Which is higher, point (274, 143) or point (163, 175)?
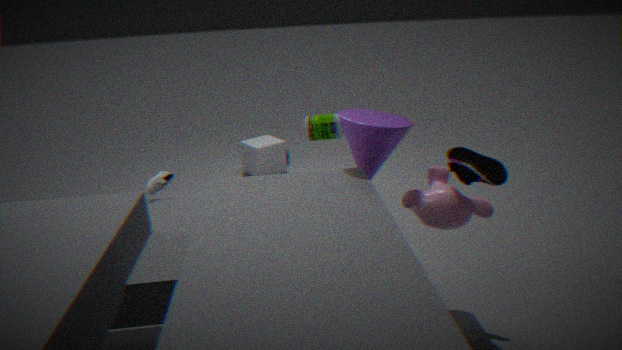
point (163, 175)
